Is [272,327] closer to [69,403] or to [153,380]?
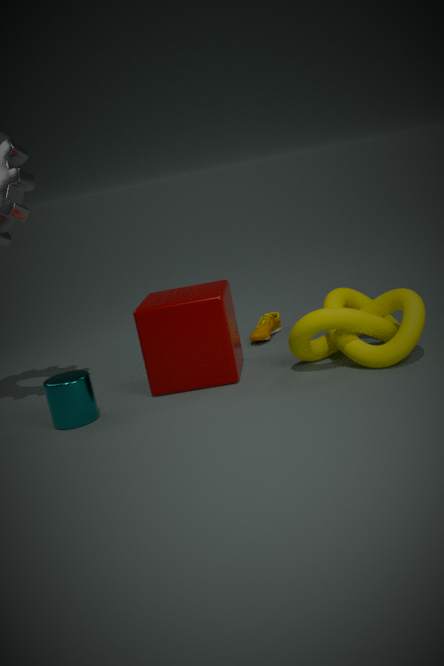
[153,380]
